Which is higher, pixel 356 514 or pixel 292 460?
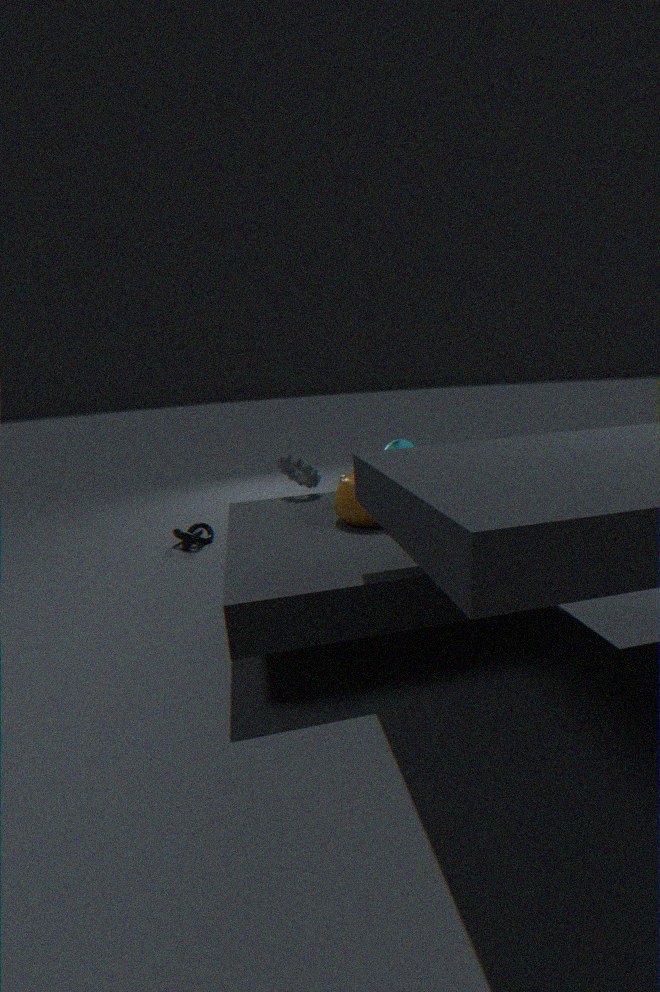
pixel 292 460
